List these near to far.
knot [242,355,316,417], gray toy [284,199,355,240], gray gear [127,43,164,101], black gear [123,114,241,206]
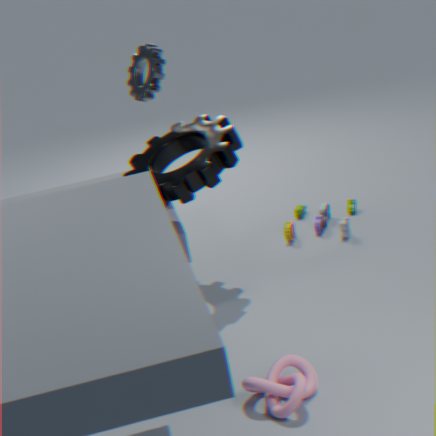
knot [242,355,316,417]
black gear [123,114,241,206]
gray gear [127,43,164,101]
gray toy [284,199,355,240]
